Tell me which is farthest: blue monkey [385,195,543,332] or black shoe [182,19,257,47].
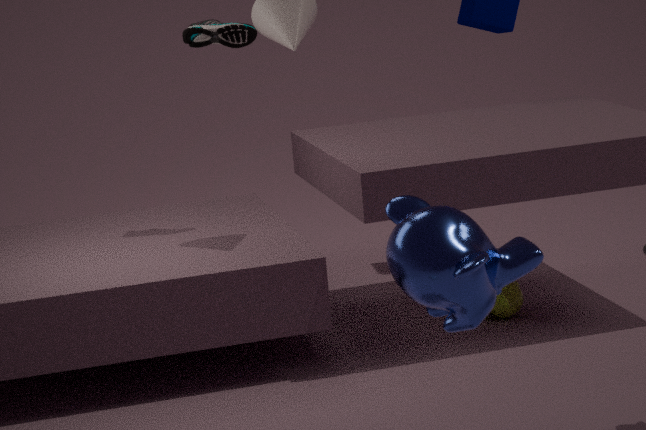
black shoe [182,19,257,47]
